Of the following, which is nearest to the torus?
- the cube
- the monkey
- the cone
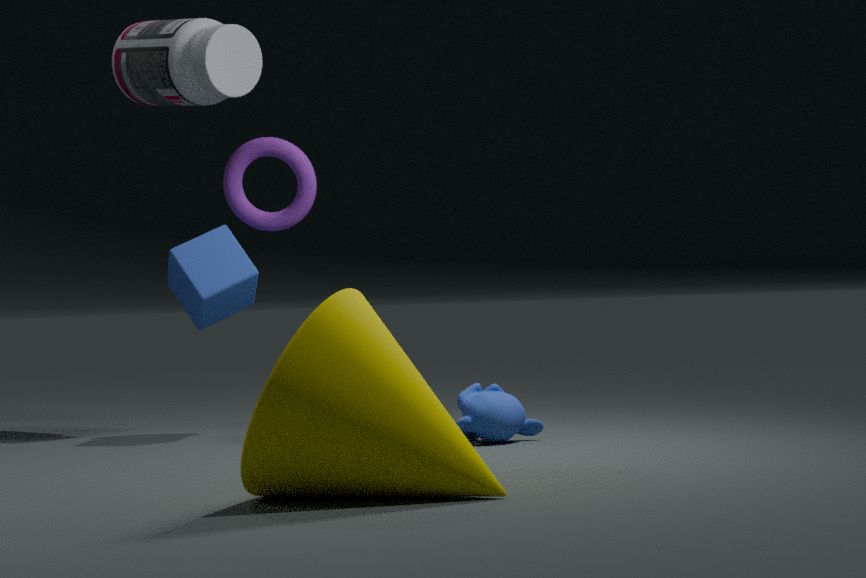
the cube
